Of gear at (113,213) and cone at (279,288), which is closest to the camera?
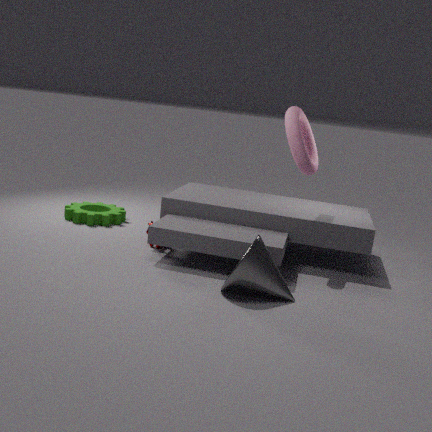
cone at (279,288)
